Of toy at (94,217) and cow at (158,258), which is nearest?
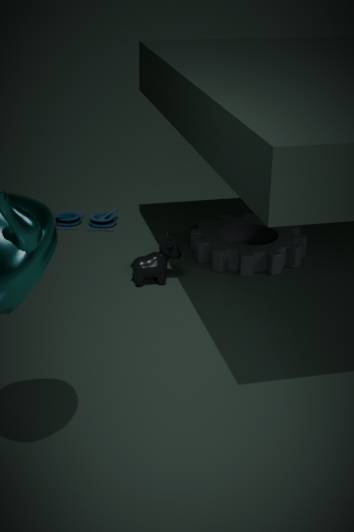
cow at (158,258)
